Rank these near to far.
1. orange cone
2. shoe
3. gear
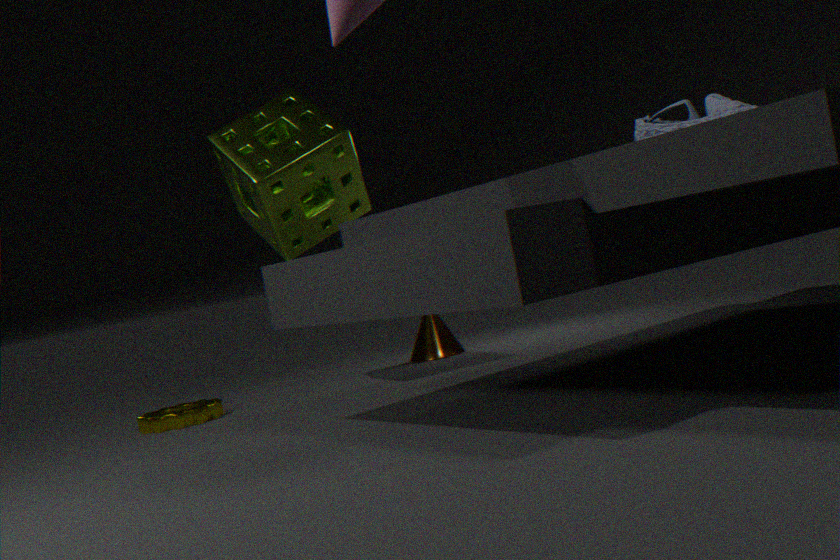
shoe < gear < orange cone
